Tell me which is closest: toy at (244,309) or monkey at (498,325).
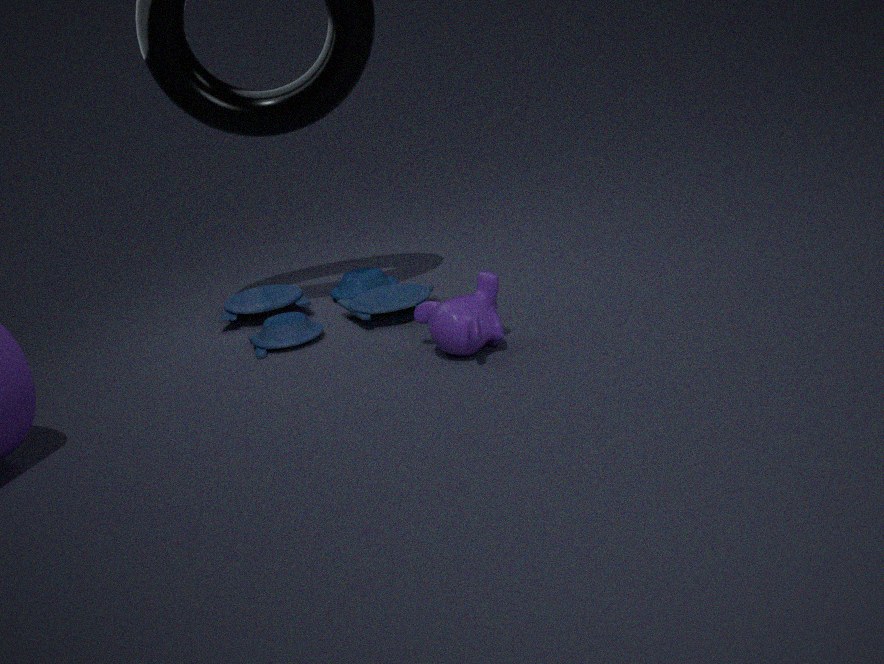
monkey at (498,325)
